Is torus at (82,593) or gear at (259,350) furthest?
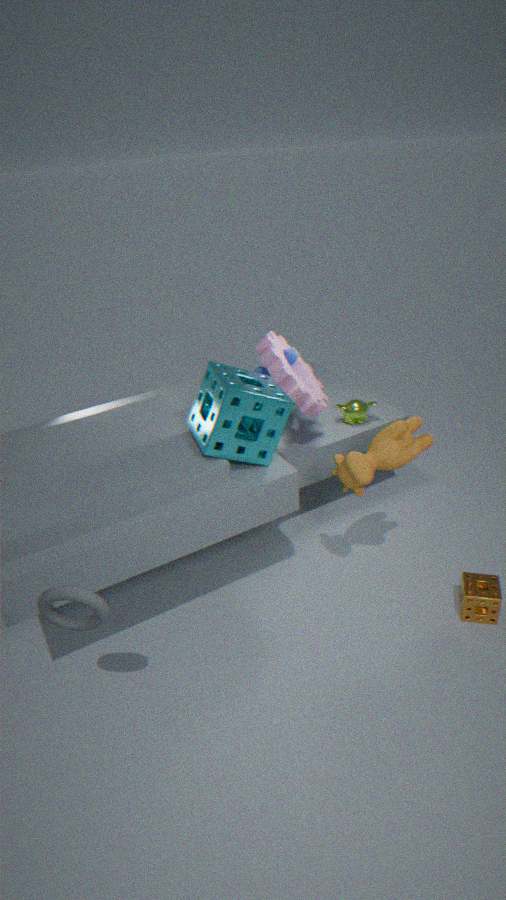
gear at (259,350)
